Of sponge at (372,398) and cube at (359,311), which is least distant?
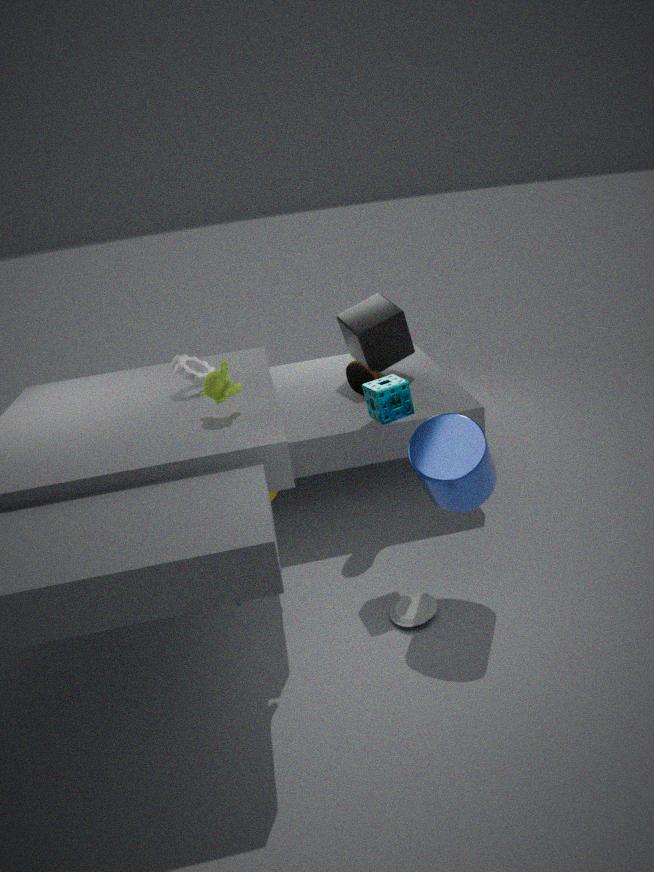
sponge at (372,398)
